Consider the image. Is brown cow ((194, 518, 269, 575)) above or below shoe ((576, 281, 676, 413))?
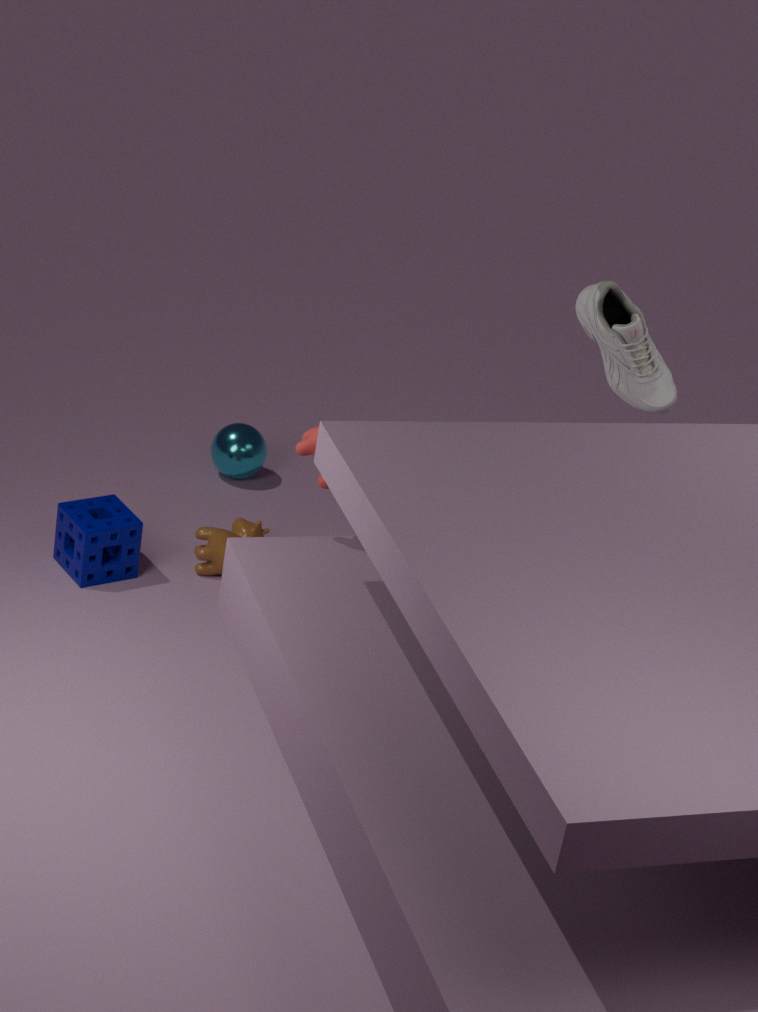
below
